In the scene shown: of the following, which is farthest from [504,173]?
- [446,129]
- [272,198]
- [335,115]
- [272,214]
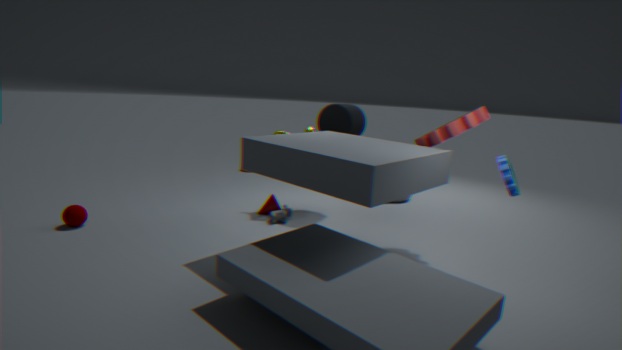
[272,198]
